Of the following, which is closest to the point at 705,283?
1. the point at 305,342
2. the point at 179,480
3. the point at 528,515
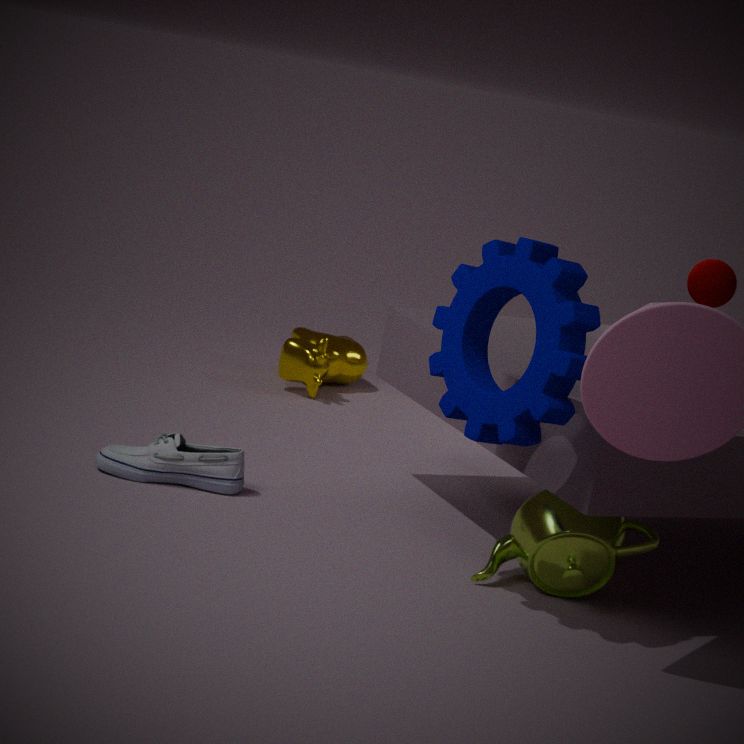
the point at 305,342
